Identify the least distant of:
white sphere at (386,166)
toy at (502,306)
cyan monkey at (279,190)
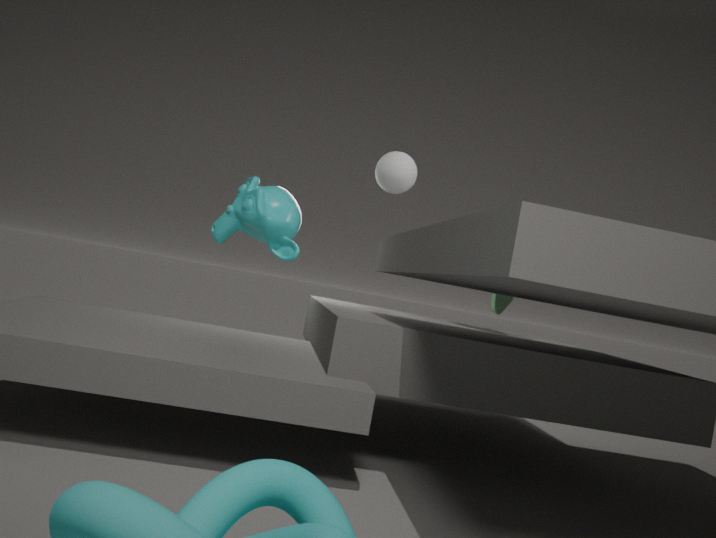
white sphere at (386,166)
